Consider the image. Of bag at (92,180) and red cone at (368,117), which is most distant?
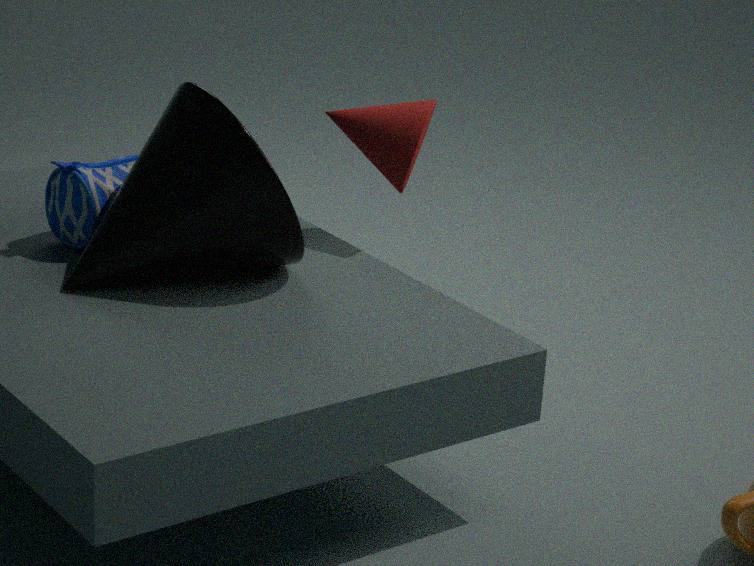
red cone at (368,117)
